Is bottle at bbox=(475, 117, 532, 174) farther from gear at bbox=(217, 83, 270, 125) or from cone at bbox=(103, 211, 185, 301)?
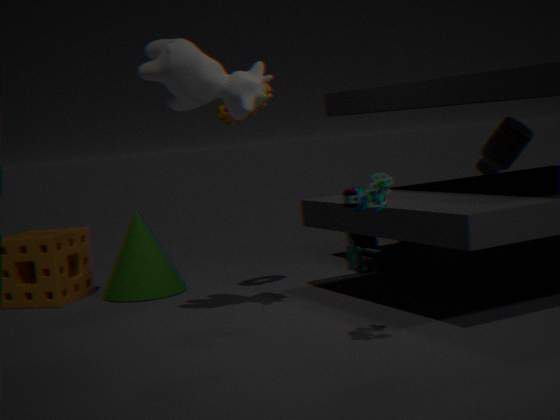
cone at bbox=(103, 211, 185, 301)
